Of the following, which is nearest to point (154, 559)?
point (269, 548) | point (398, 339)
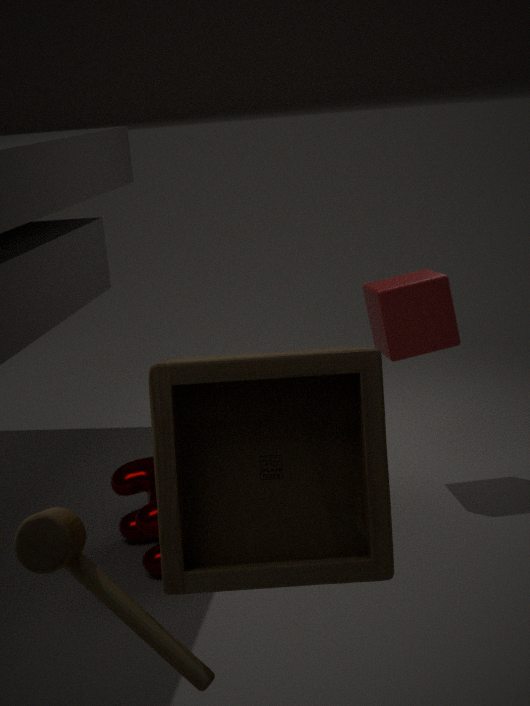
point (398, 339)
